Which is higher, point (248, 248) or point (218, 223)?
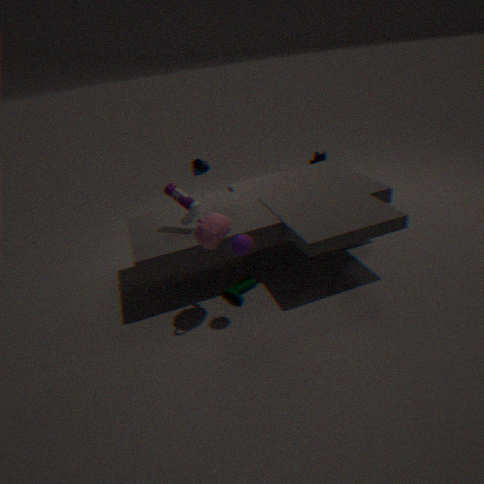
point (218, 223)
